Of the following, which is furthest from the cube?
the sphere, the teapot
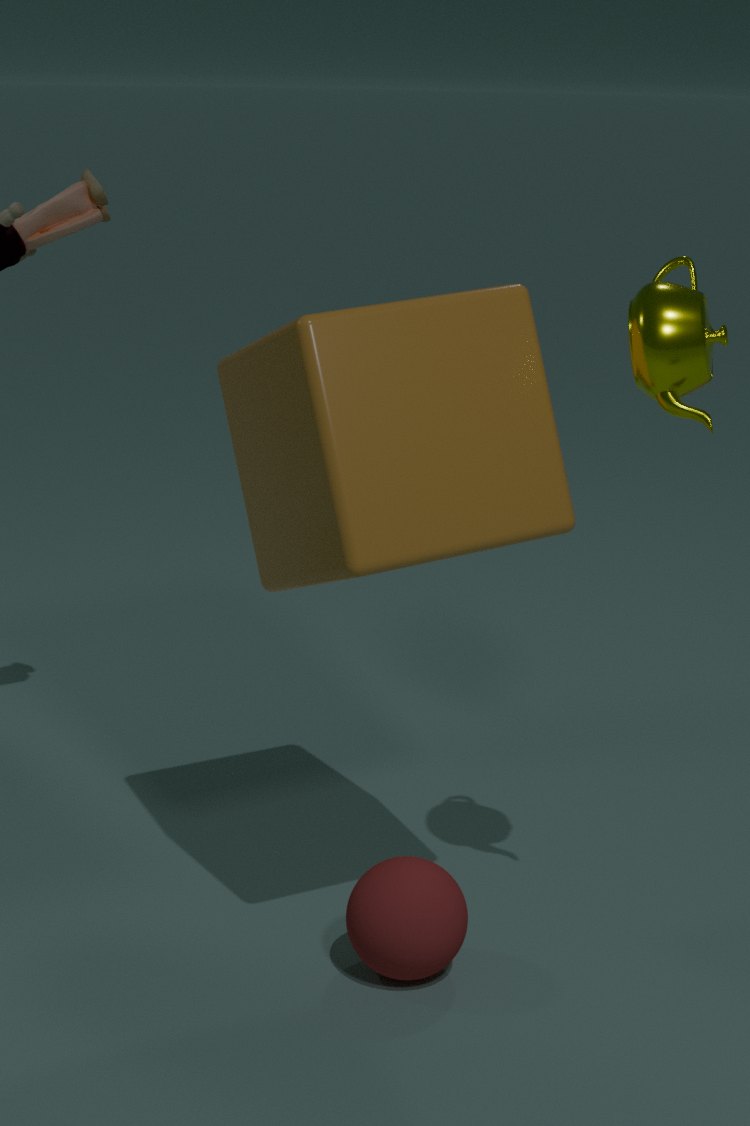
the sphere
